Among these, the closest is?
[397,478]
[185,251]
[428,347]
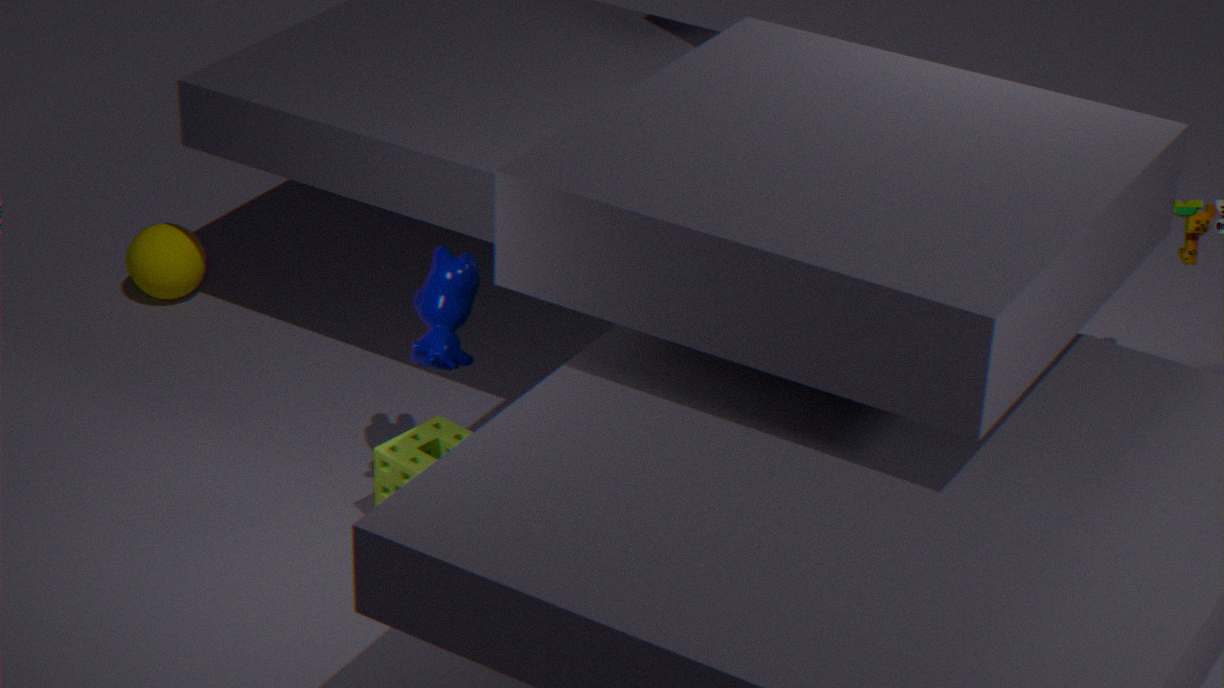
[428,347]
